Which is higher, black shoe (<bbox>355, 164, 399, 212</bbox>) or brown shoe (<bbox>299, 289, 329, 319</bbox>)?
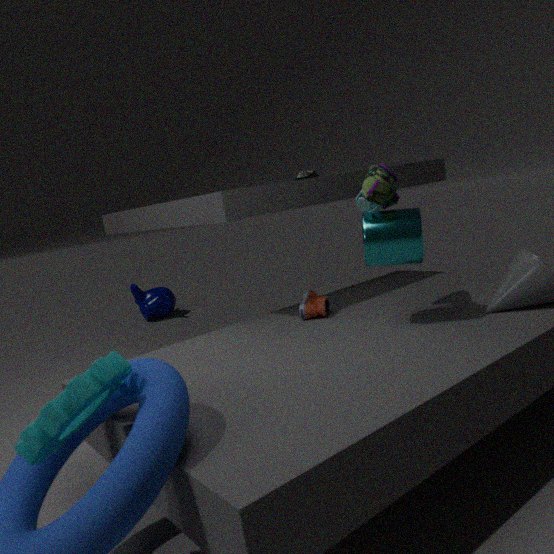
black shoe (<bbox>355, 164, 399, 212</bbox>)
